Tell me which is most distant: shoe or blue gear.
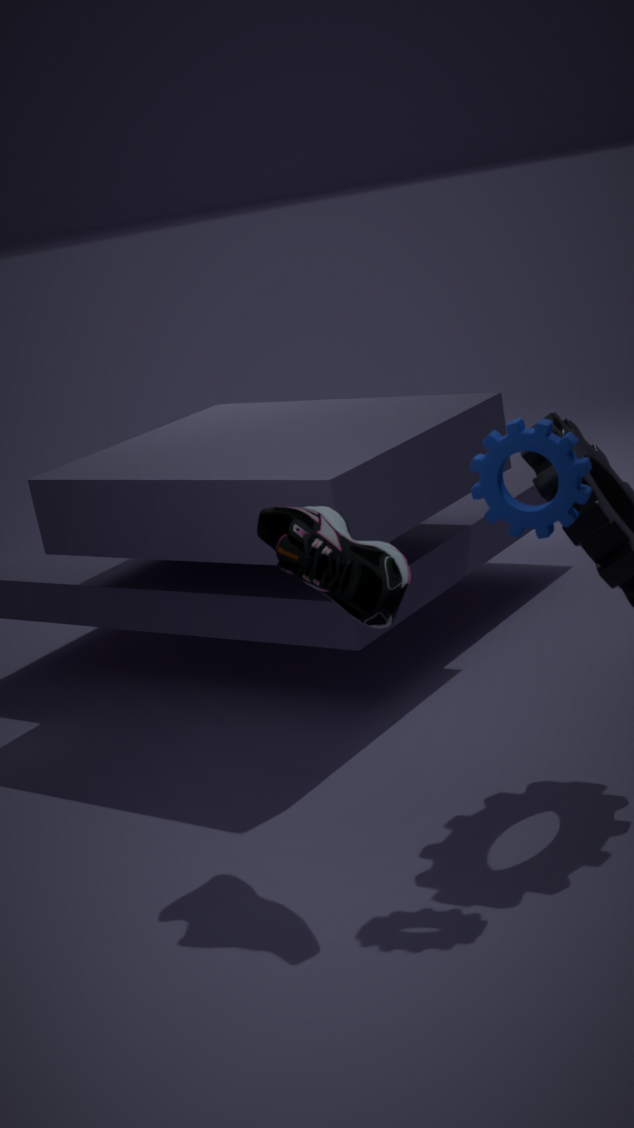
shoe
